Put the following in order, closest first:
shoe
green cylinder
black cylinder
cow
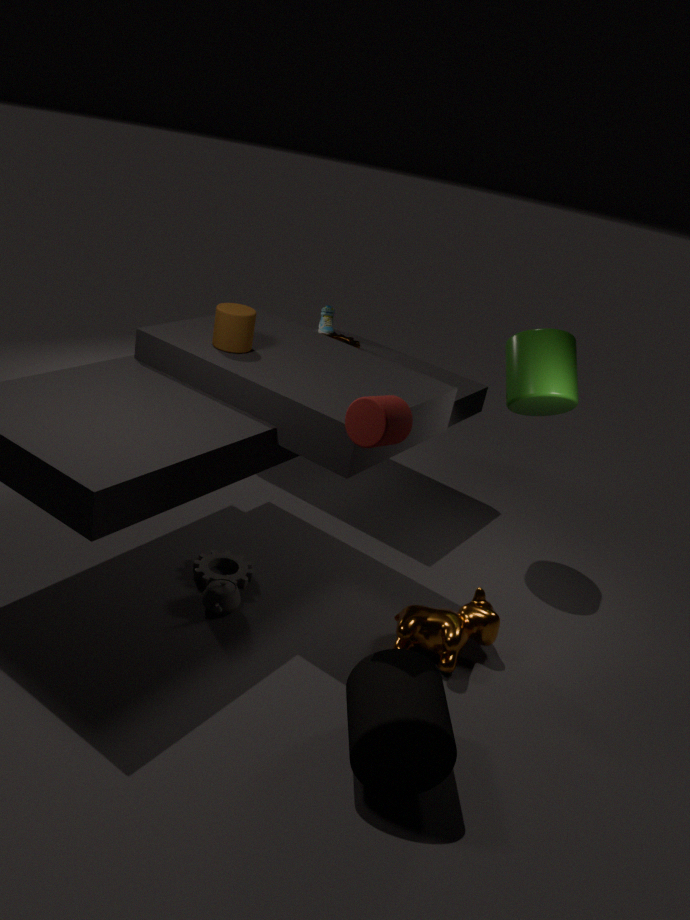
black cylinder → cow → green cylinder → shoe
